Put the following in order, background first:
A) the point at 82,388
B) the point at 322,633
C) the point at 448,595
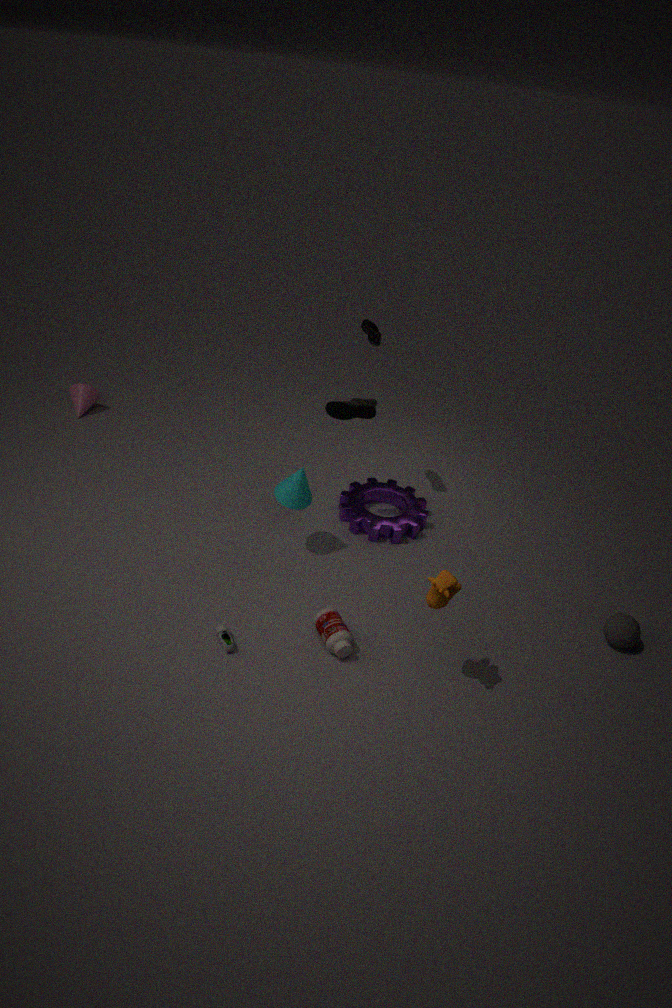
the point at 82,388
the point at 322,633
the point at 448,595
